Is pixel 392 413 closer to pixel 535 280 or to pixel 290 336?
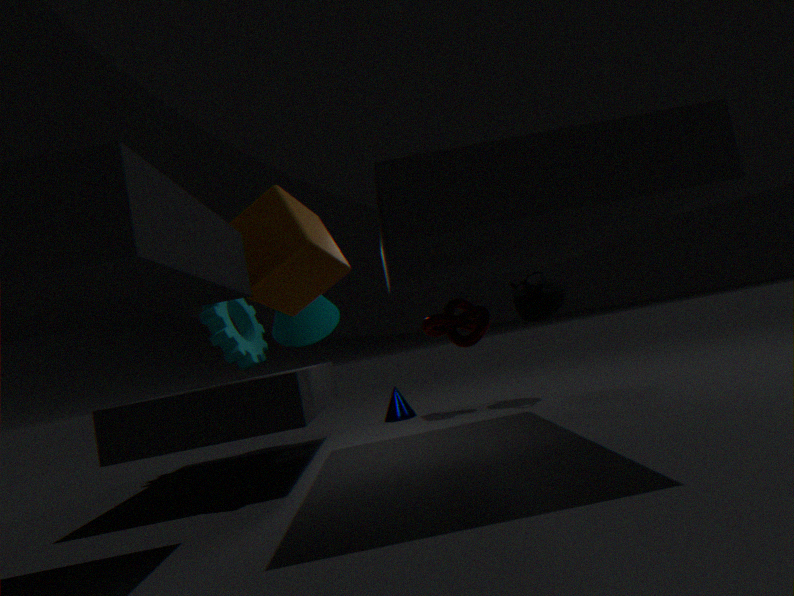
pixel 290 336
